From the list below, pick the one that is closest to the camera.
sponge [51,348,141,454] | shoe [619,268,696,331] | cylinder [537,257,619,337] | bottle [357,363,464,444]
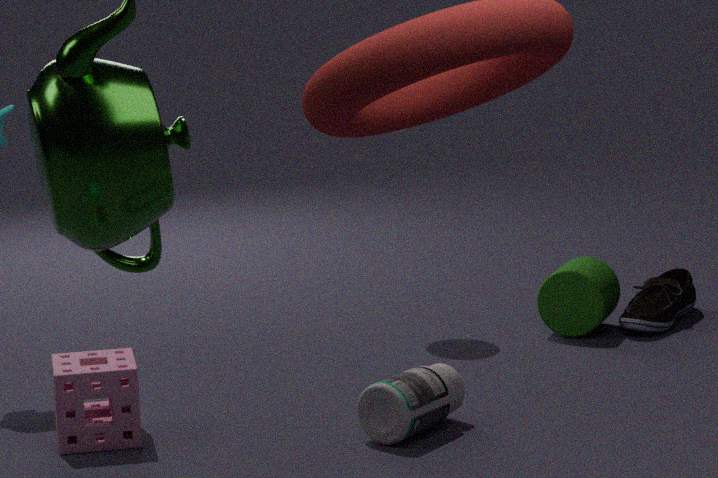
bottle [357,363,464,444]
